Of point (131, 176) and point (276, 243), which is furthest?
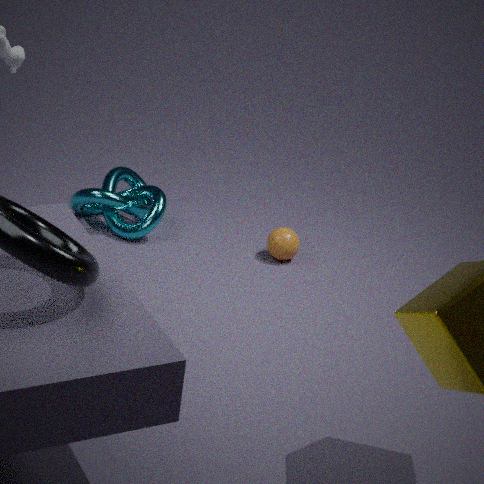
point (131, 176)
